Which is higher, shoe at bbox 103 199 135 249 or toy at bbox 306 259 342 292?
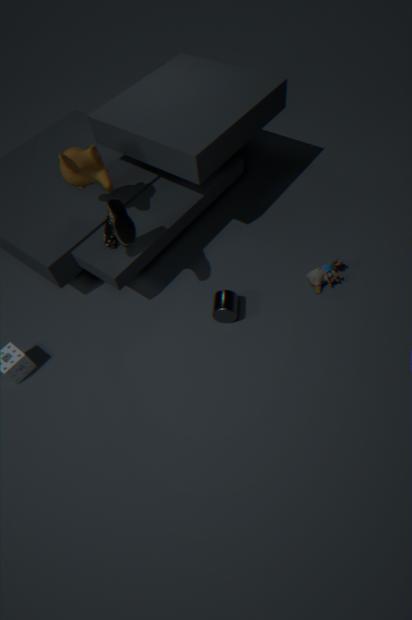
shoe at bbox 103 199 135 249
